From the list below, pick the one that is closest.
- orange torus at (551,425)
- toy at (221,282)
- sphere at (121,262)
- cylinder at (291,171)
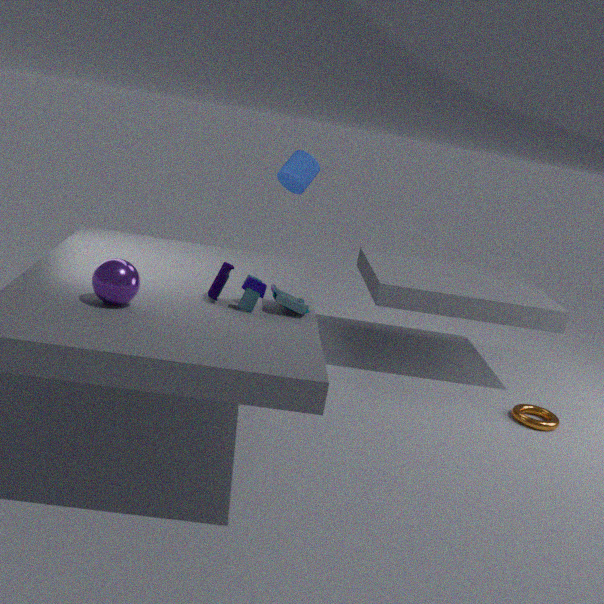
sphere at (121,262)
